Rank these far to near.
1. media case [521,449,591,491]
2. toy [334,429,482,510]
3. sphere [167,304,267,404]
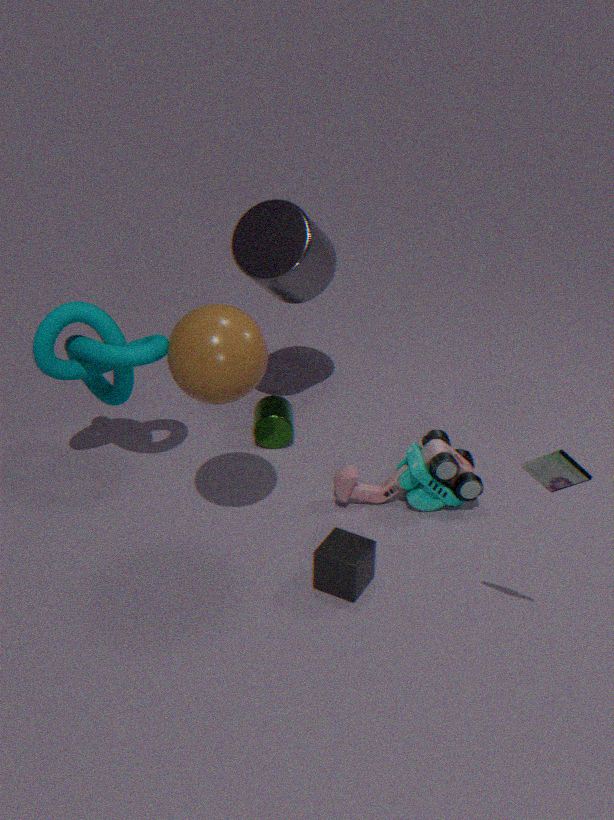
1. toy [334,429,482,510]
2. sphere [167,304,267,404]
3. media case [521,449,591,491]
